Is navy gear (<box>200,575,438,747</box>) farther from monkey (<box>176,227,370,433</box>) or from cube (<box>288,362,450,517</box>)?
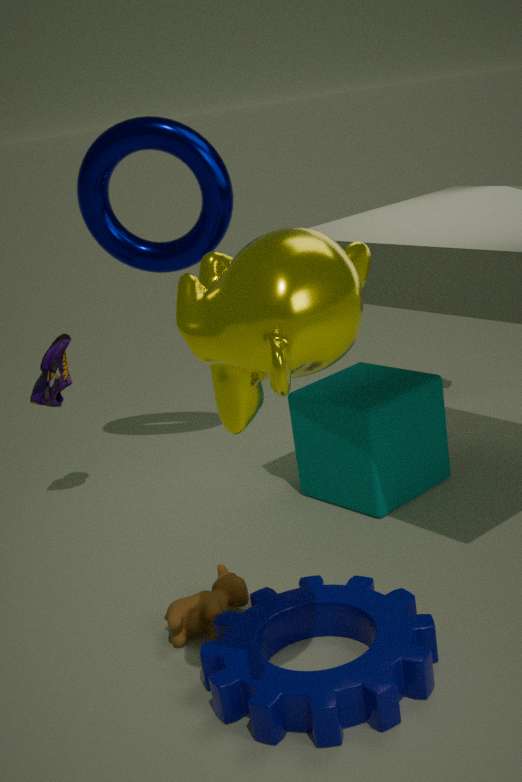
monkey (<box>176,227,370,433</box>)
